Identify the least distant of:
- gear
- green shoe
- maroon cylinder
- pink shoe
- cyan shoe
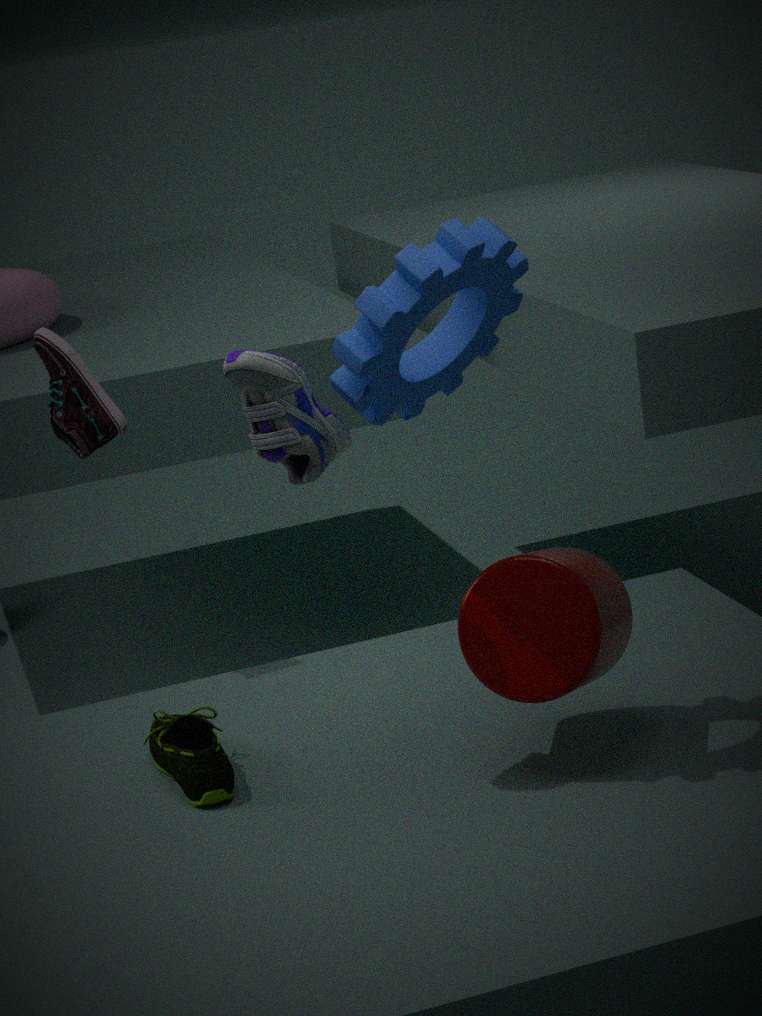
gear
